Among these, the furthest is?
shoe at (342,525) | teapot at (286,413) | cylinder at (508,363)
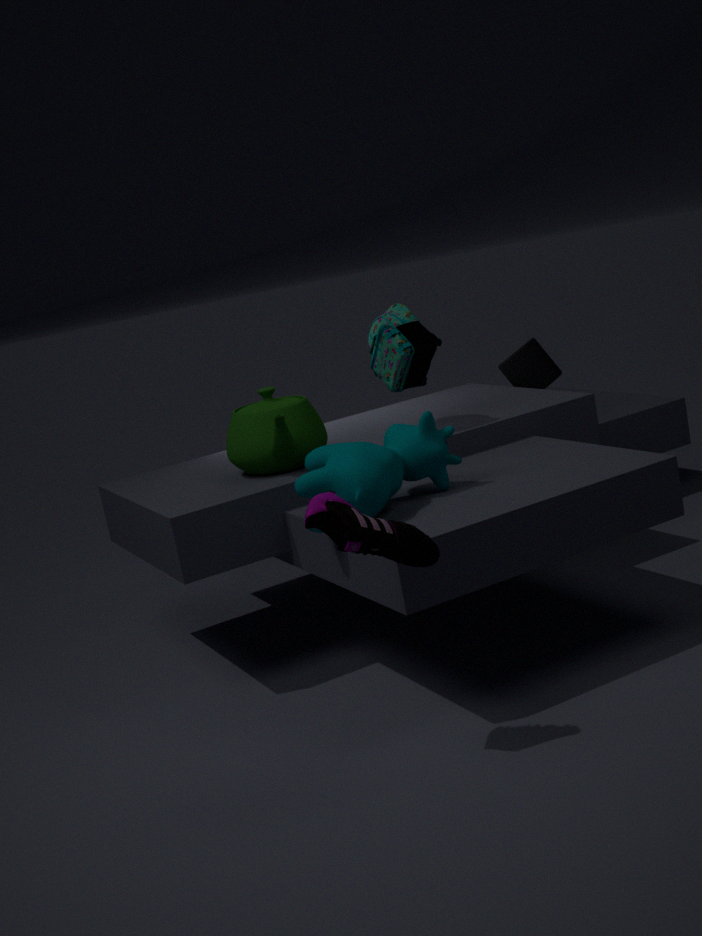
cylinder at (508,363)
